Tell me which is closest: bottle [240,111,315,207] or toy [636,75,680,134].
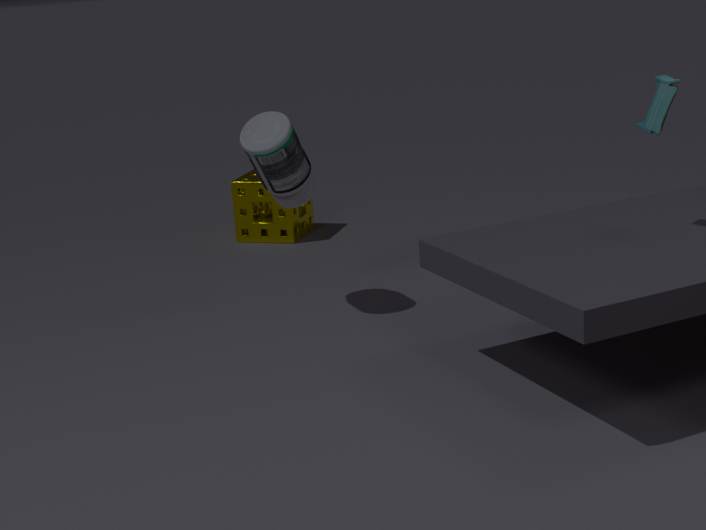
toy [636,75,680,134]
